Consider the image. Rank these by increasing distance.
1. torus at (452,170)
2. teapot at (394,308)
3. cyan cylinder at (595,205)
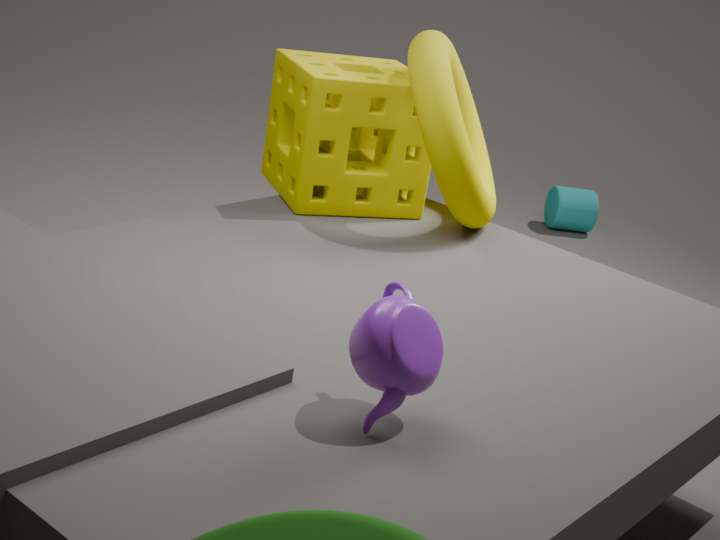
teapot at (394,308)
torus at (452,170)
cyan cylinder at (595,205)
